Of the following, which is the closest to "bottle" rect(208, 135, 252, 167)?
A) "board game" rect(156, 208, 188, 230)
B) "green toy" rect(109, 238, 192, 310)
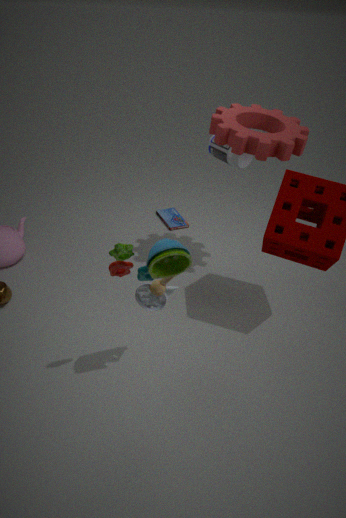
"board game" rect(156, 208, 188, 230)
